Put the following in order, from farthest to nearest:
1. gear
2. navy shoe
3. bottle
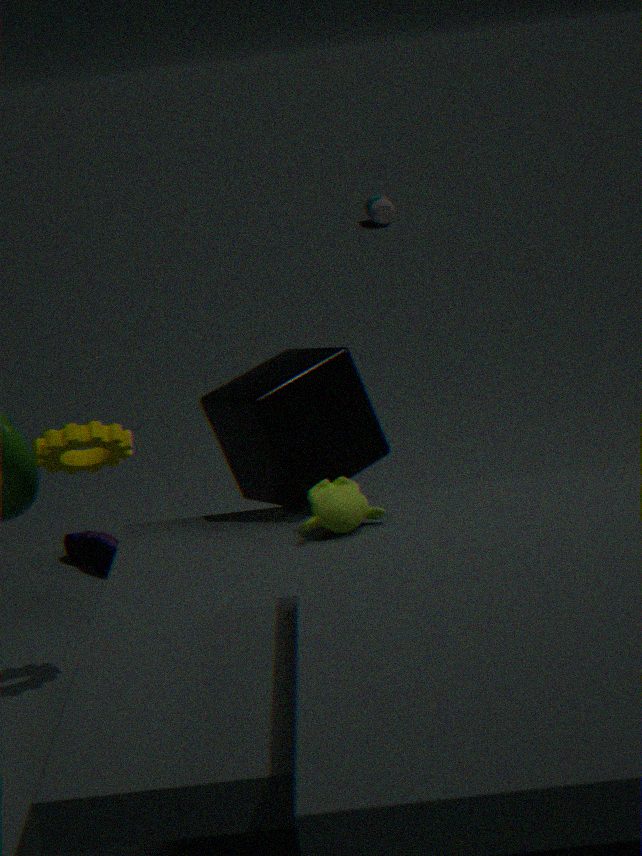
bottle → navy shoe → gear
